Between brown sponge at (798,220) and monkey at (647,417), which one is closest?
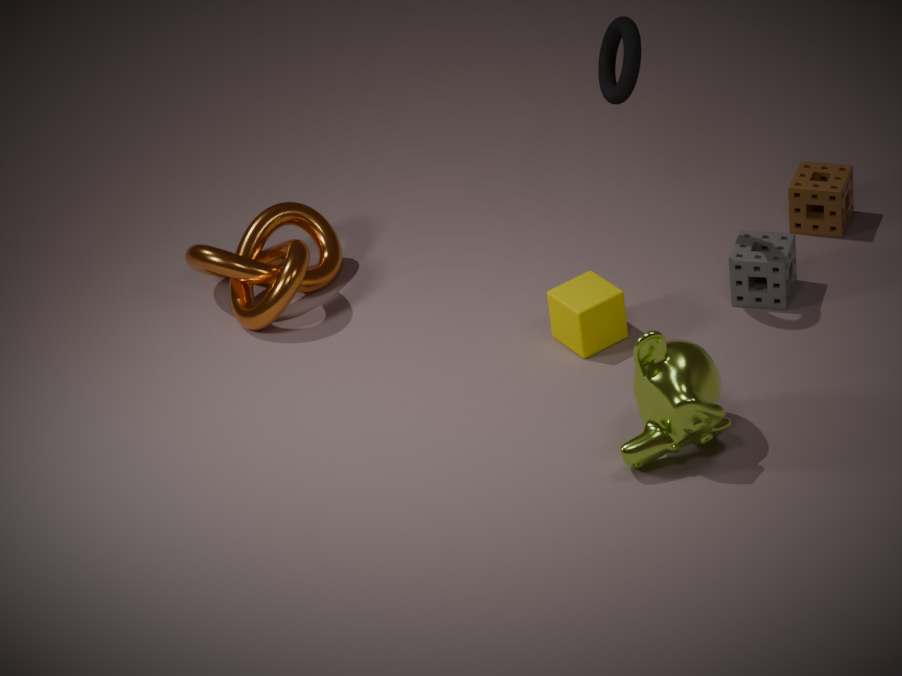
monkey at (647,417)
